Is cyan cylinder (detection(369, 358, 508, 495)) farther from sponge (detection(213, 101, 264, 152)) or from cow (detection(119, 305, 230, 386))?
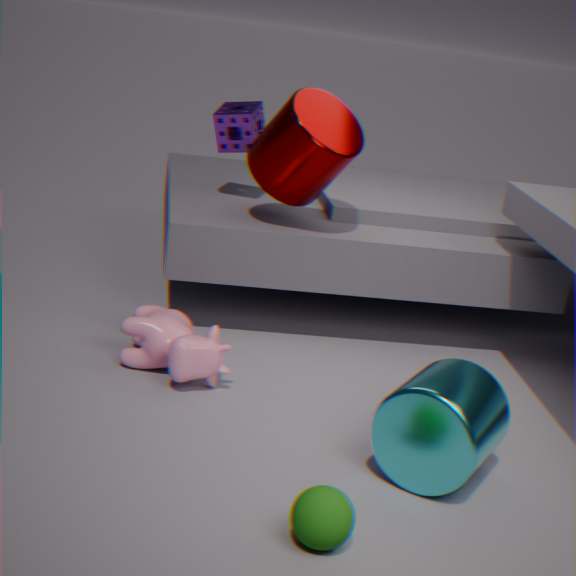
sponge (detection(213, 101, 264, 152))
